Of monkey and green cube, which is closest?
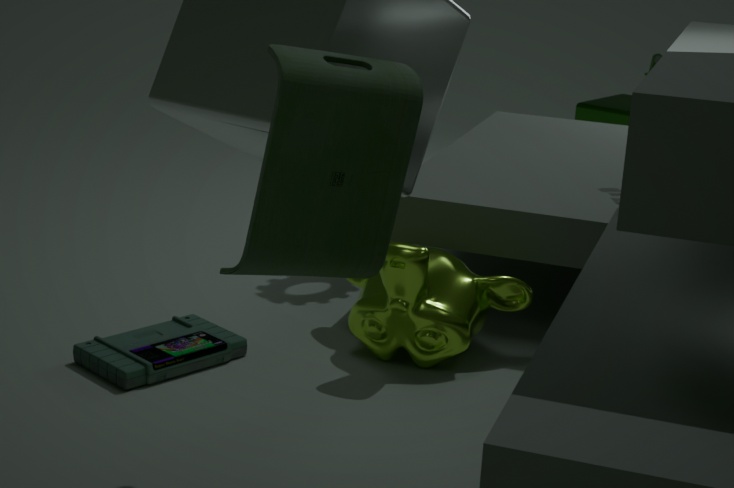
monkey
